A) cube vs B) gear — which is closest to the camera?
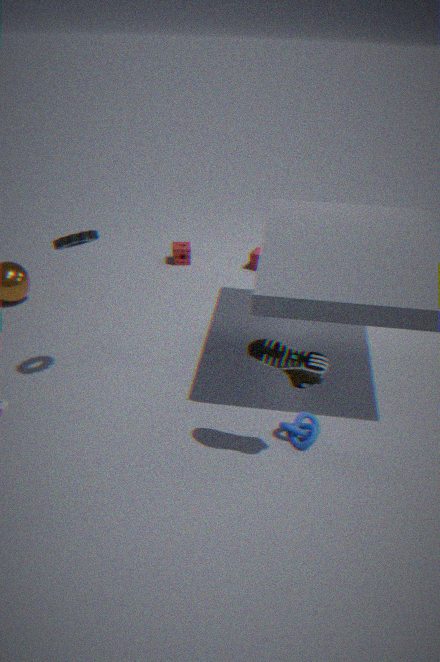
B. gear
